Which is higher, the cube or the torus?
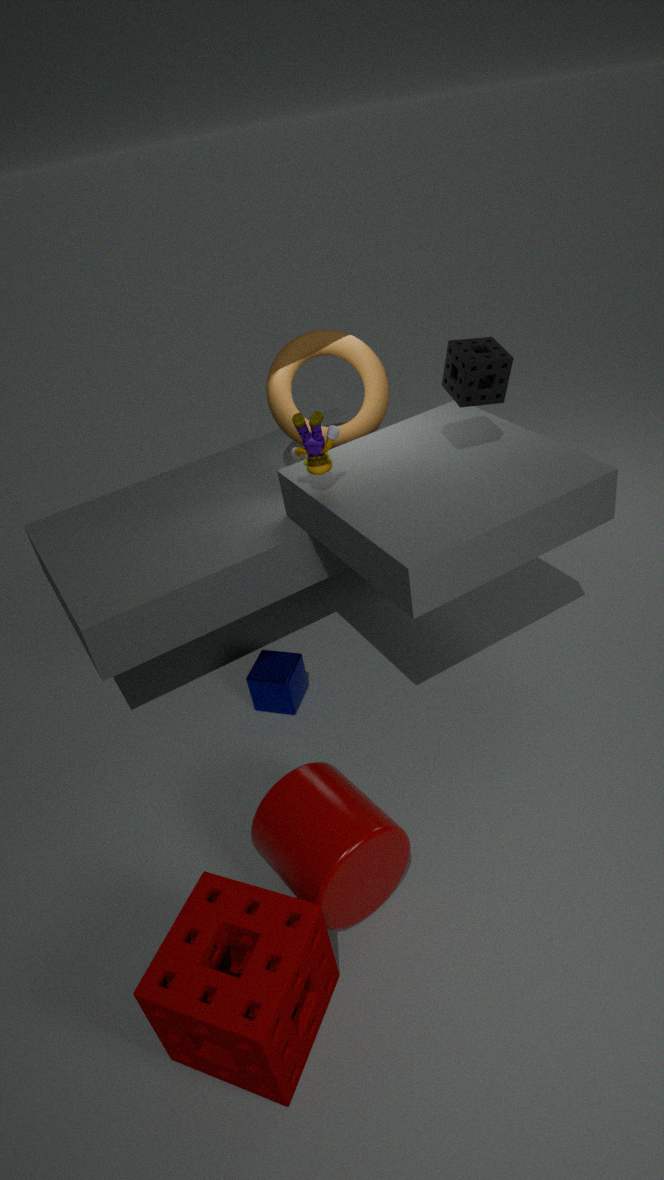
the torus
